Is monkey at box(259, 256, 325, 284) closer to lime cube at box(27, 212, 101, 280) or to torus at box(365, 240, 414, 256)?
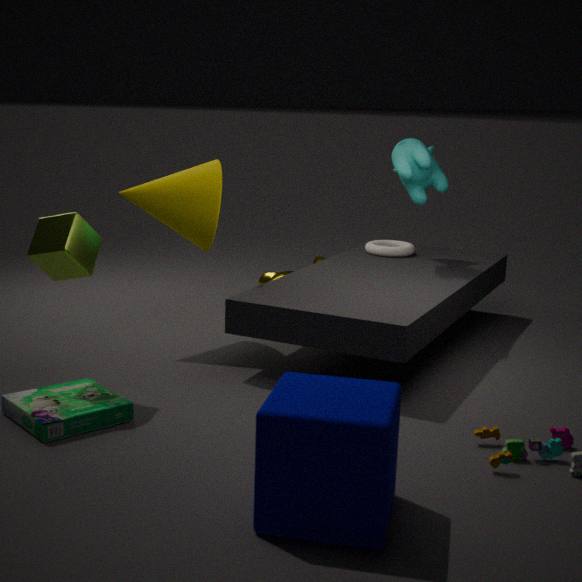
torus at box(365, 240, 414, 256)
